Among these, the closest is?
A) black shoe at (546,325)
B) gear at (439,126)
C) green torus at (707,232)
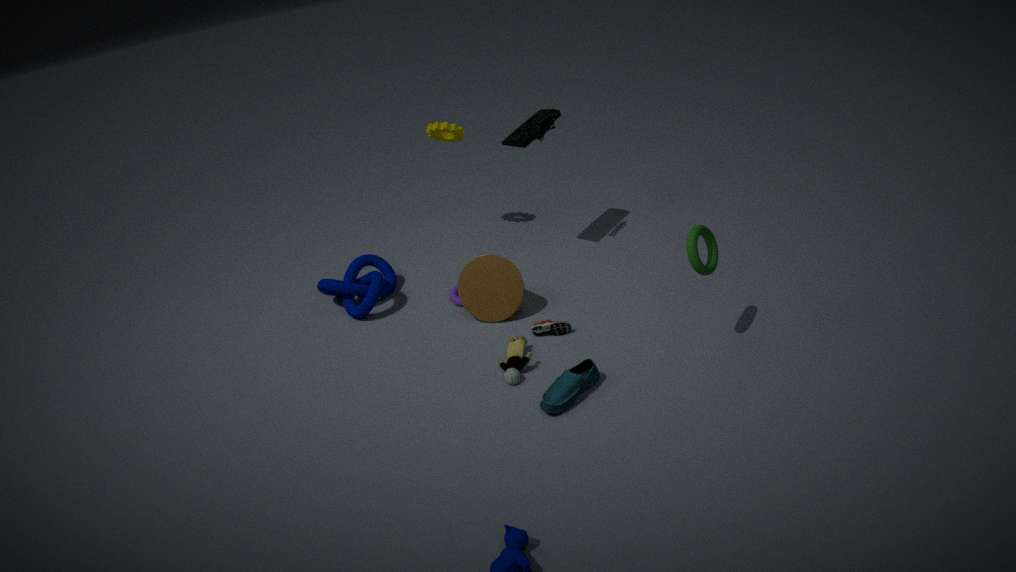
green torus at (707,232)
